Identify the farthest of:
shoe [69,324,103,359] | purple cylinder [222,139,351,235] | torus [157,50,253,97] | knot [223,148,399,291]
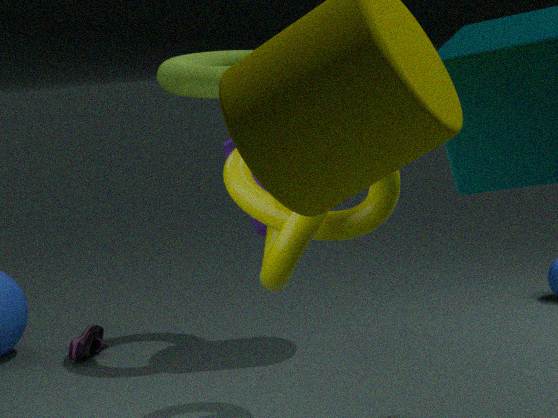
shoe [69,324,103,359]
